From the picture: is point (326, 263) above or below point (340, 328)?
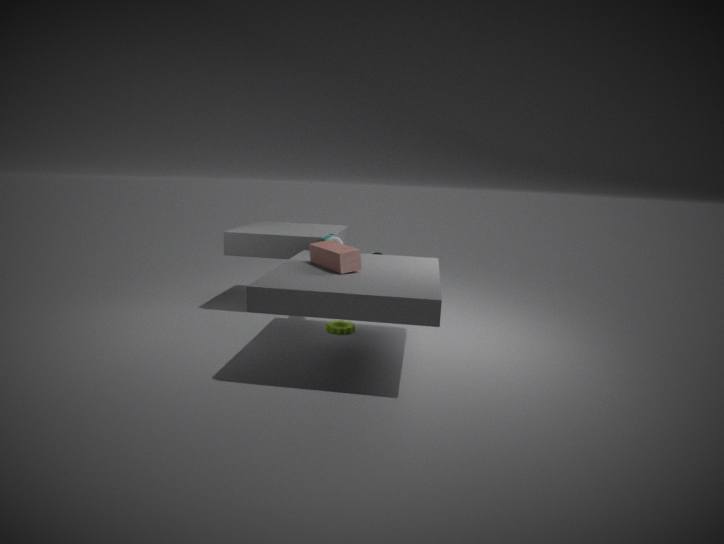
above
